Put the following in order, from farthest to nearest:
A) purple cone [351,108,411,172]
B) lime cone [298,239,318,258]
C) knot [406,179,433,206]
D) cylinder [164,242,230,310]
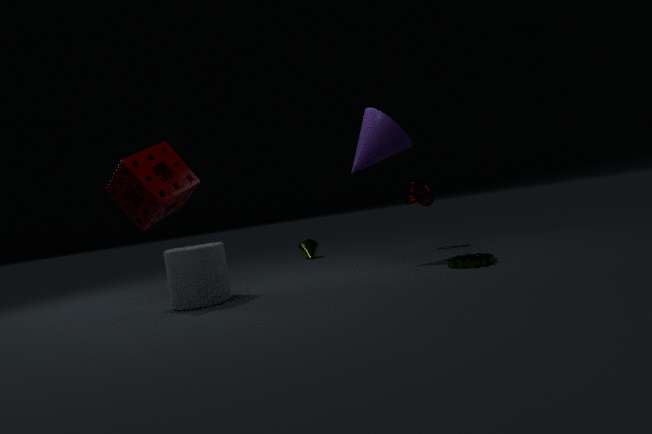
lime cone [298,239,318,258] < knot [406,179,433,206] < purple cone [351,108,411,172] < cylinder [164,242,230,310]
